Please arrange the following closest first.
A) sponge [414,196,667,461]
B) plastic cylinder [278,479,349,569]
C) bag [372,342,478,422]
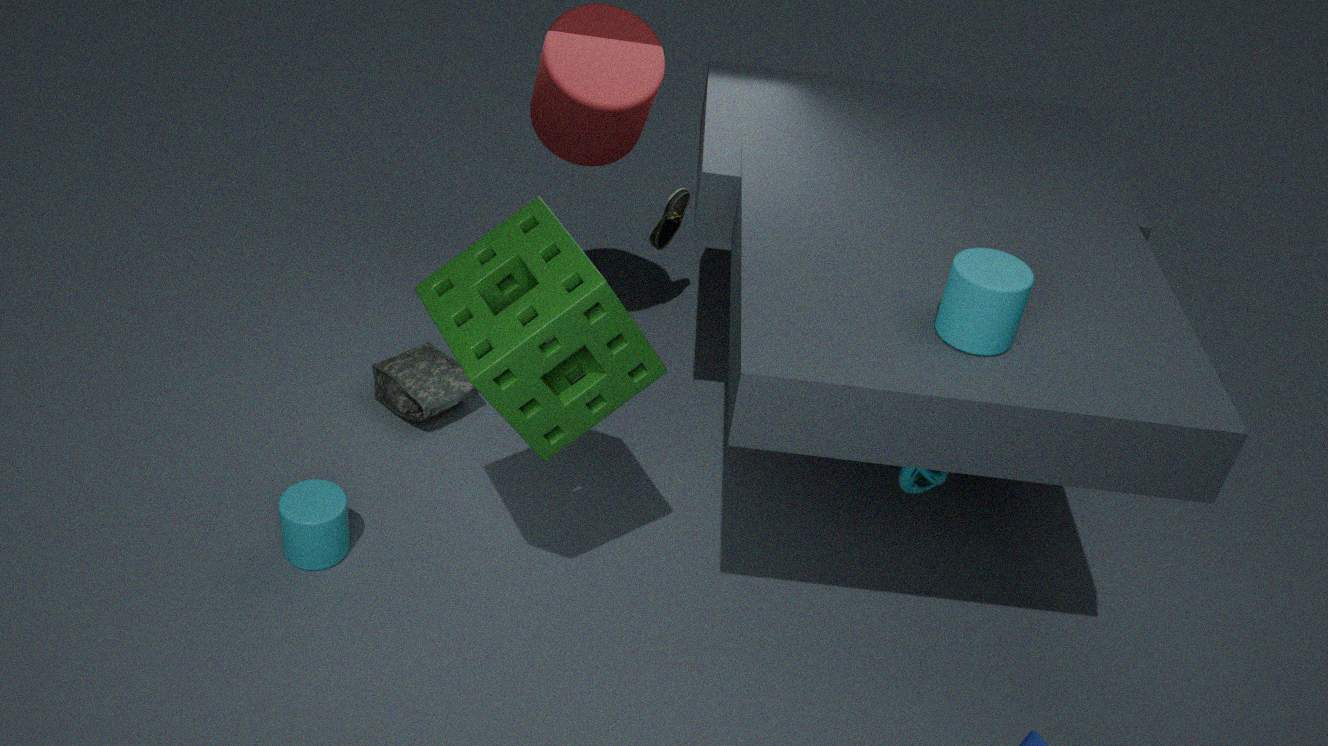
sponge [414,196,667,461]
plastic cylinder [278,479,349,569]
bag [372,342,478,422]
